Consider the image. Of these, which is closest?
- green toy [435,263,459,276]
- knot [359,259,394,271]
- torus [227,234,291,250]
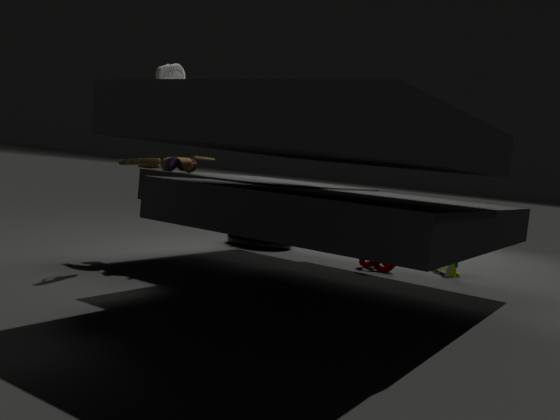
knot [359,259,394,271]
